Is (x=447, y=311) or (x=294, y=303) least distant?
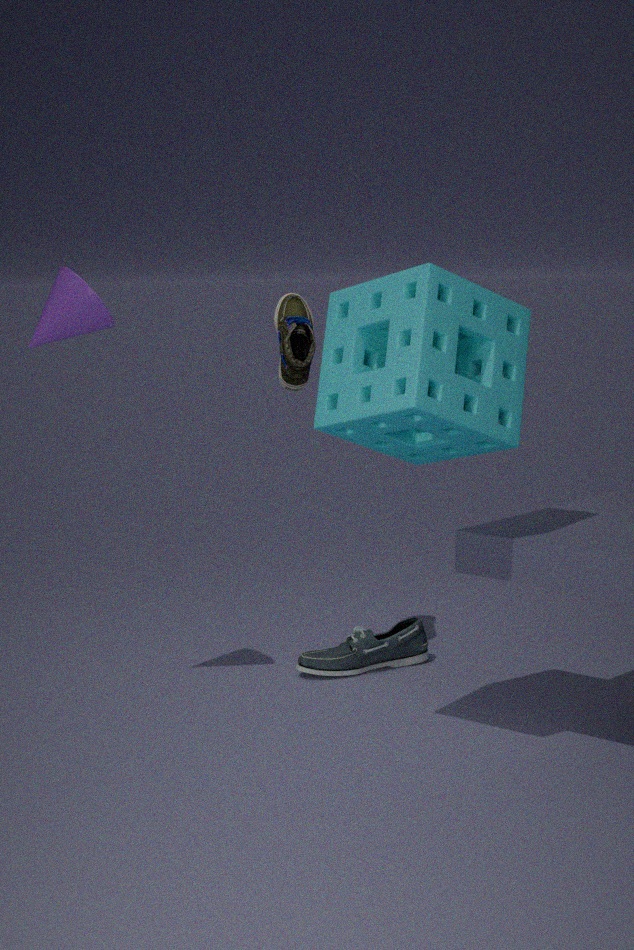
(x=447, y=311)
